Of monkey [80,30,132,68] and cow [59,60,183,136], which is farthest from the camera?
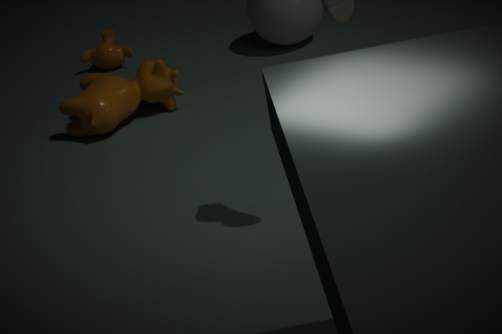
monkey [80,30,132,68]
